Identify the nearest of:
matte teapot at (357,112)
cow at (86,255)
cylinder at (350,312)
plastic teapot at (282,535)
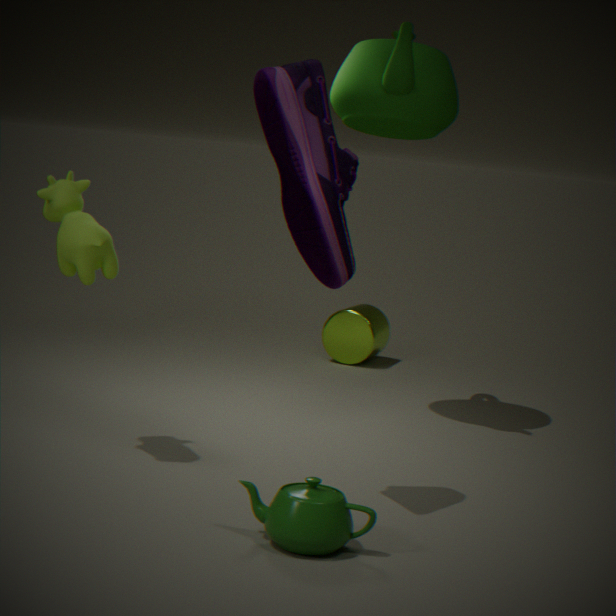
plastic teapot at (282,535)
